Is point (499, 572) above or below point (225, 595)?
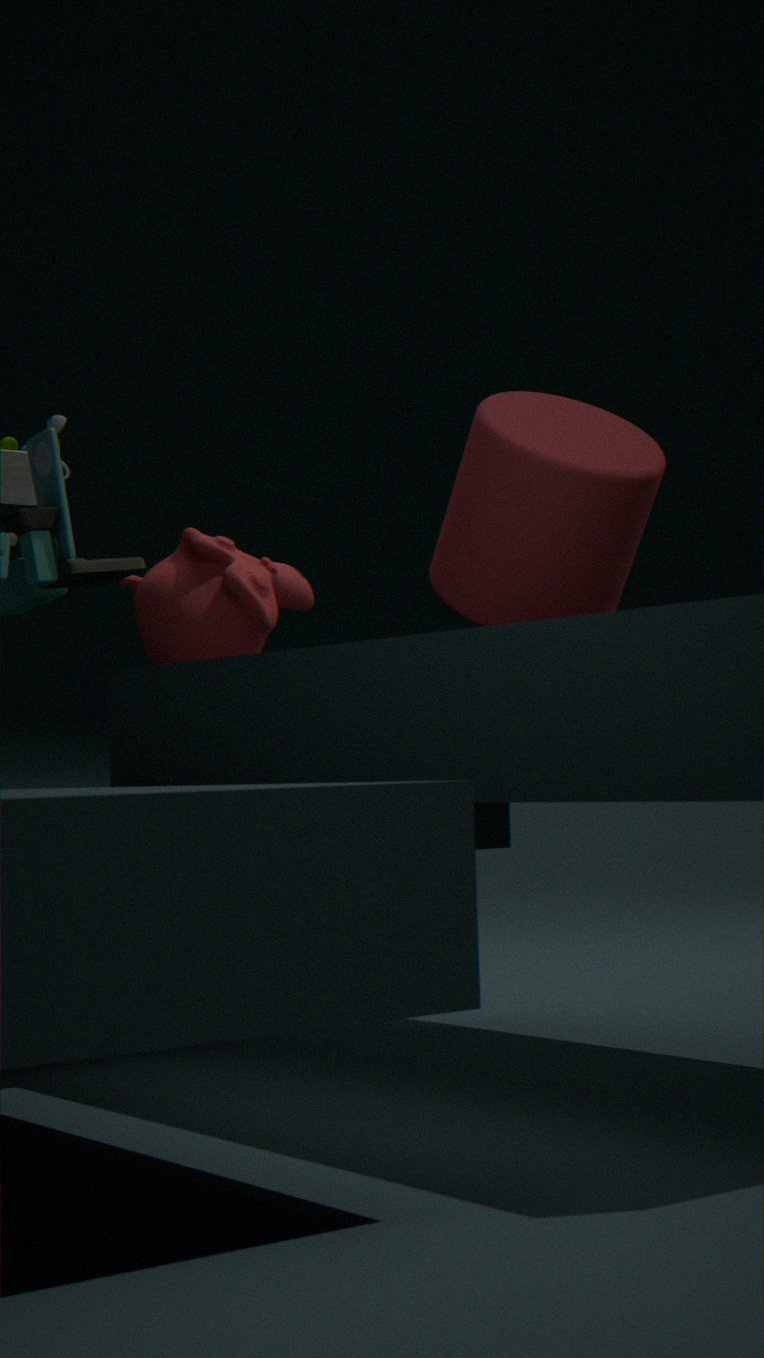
above
